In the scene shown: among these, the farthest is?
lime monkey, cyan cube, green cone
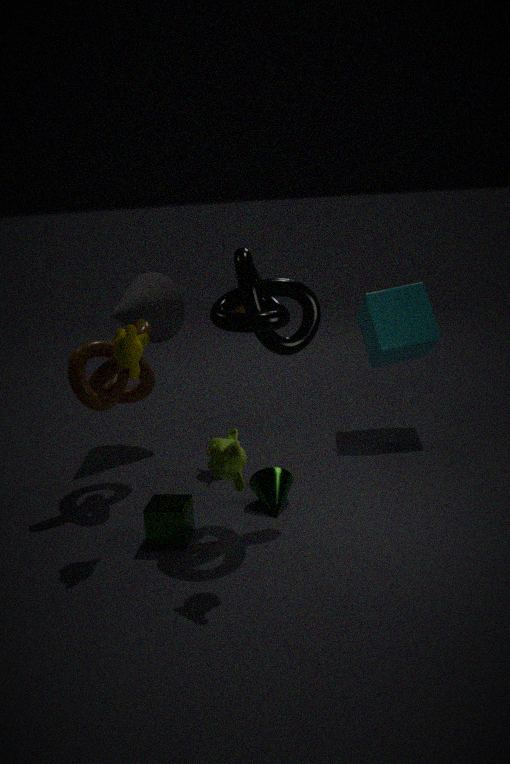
cyan cube
